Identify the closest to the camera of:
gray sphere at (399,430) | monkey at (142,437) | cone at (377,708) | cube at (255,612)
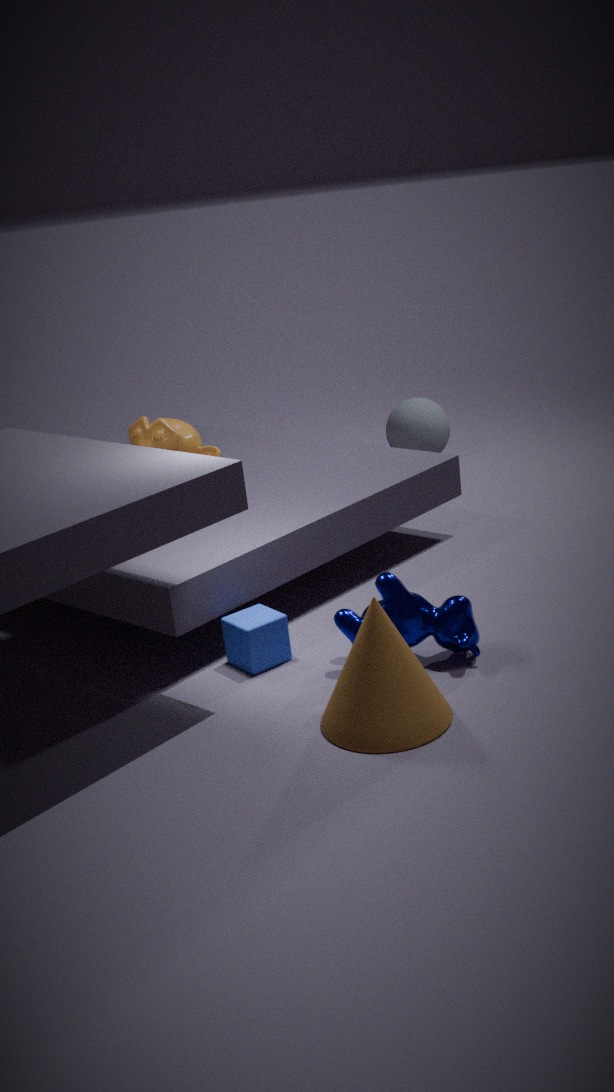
cone at (377,708)
